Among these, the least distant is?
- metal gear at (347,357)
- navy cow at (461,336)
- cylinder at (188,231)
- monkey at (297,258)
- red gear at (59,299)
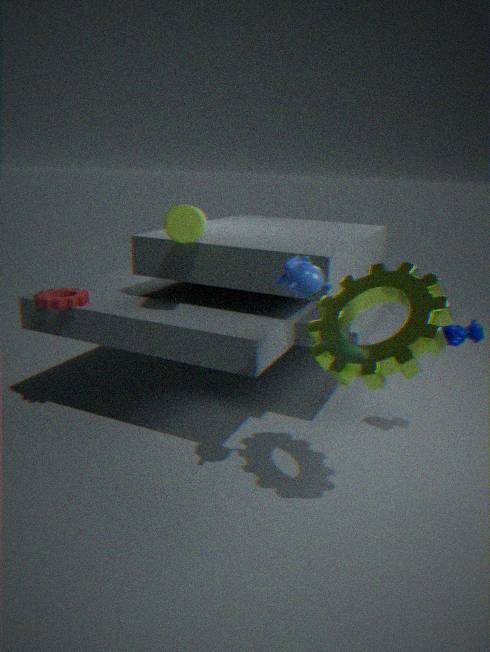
metal gear at (347,357)
